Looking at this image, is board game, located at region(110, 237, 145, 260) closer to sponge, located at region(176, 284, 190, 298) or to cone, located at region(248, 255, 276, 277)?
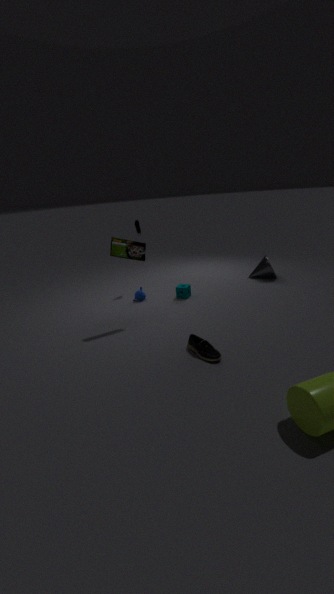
sponge, located at region(176, 284, 190, 298)
